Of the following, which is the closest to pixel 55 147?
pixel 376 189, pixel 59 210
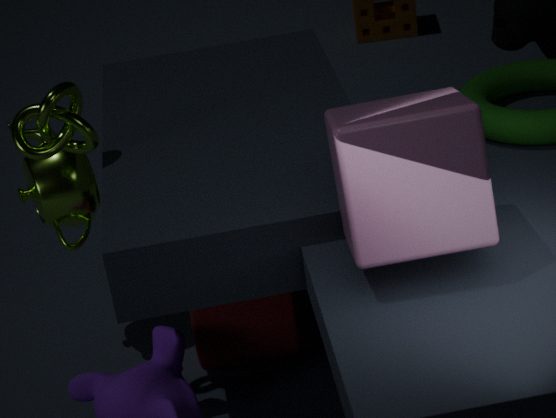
pixel 59 210
